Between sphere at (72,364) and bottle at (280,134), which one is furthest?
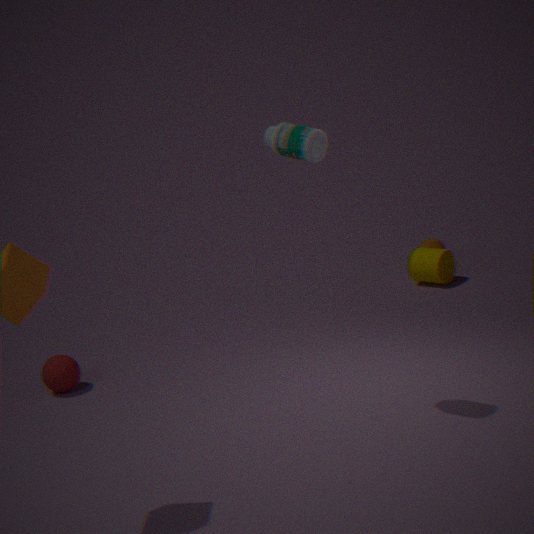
sphere at (72,364)
